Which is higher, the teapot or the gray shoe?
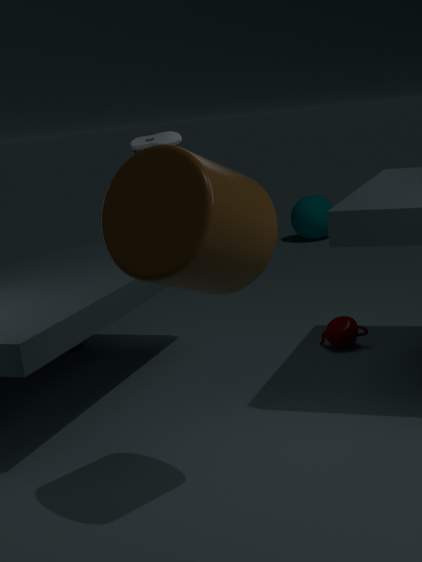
the gray shoe
